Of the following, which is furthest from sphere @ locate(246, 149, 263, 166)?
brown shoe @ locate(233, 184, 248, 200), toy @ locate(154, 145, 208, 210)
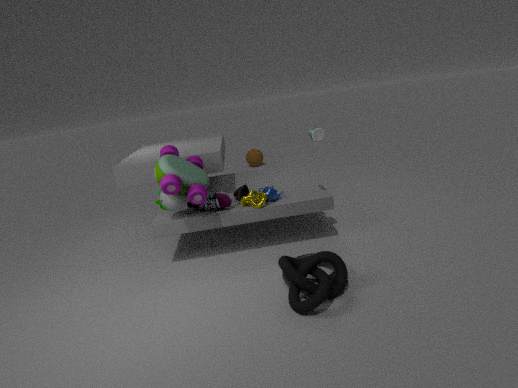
toy @ locate(154, 145, 208, 210)
